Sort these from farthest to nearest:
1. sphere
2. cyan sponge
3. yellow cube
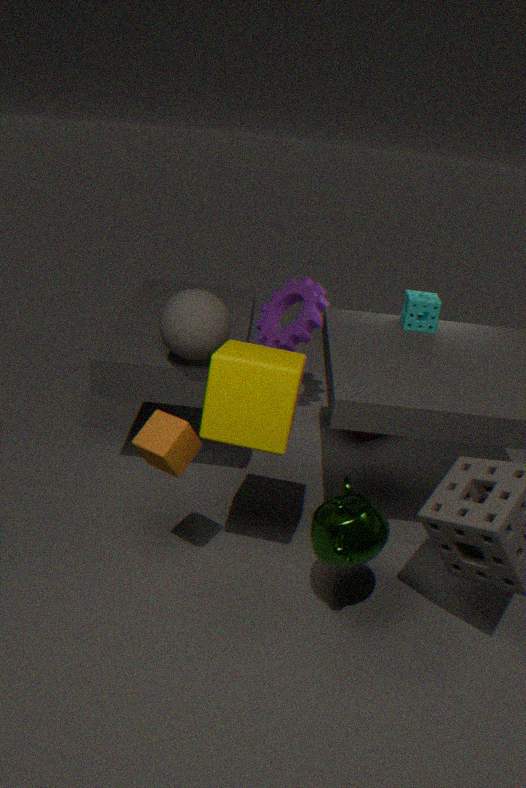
cyan sponge
sphere
yellow cube
